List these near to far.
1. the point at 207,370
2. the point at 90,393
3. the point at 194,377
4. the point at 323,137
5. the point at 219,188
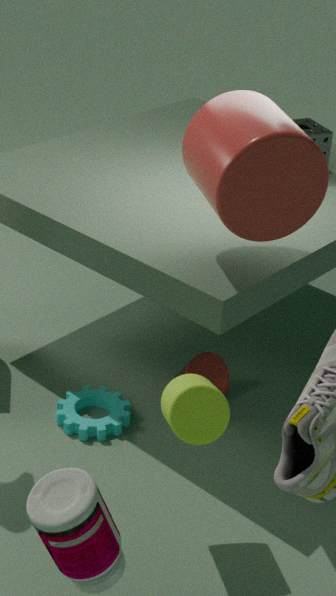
the point at 219,188 < the point at 194,377 < the point at 90,393 < the point at 207,370 < the point at 323,137
